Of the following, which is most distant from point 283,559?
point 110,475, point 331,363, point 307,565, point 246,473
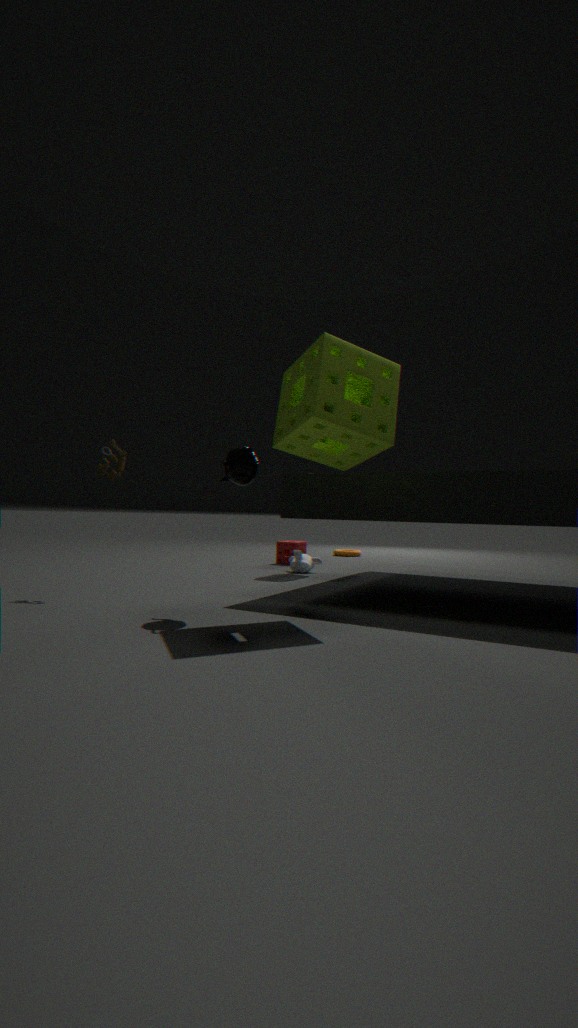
point 331,363
